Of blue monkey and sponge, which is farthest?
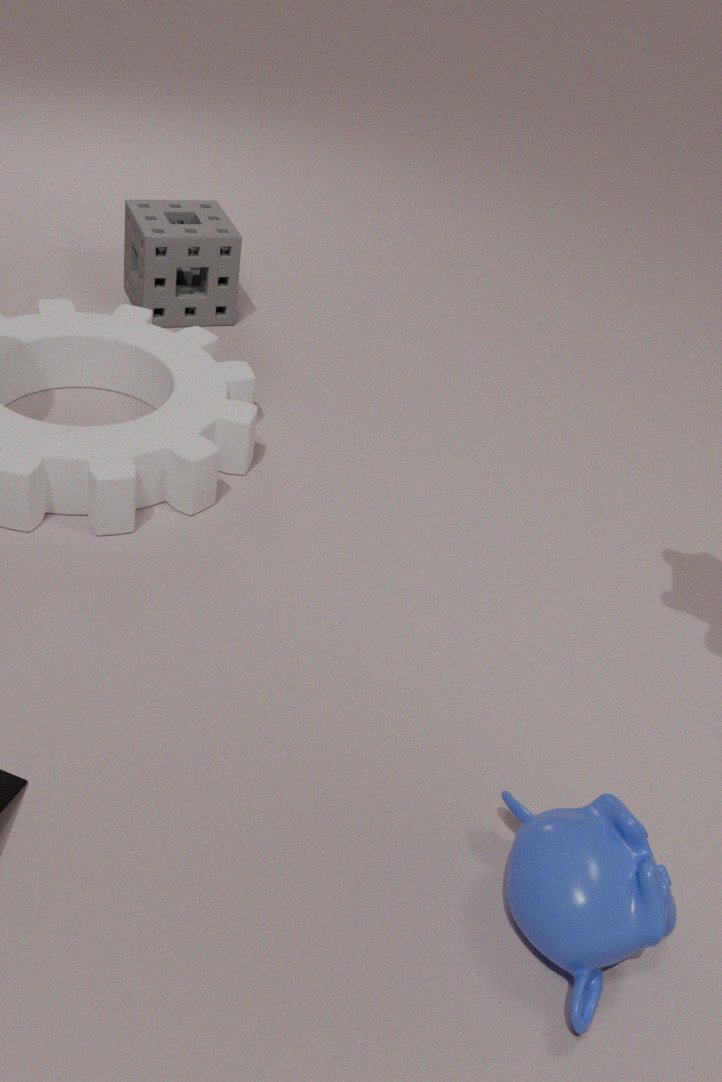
sponge
